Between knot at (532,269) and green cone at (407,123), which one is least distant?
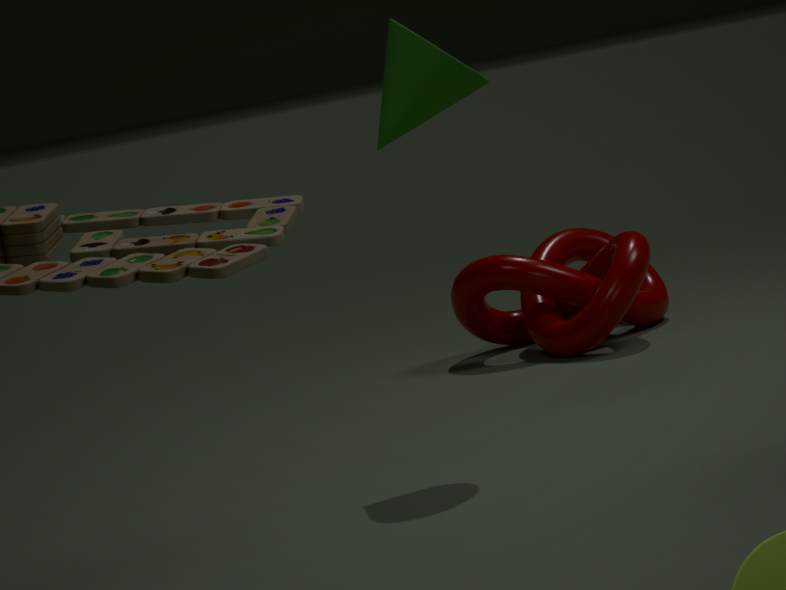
green cone at (407,123)
